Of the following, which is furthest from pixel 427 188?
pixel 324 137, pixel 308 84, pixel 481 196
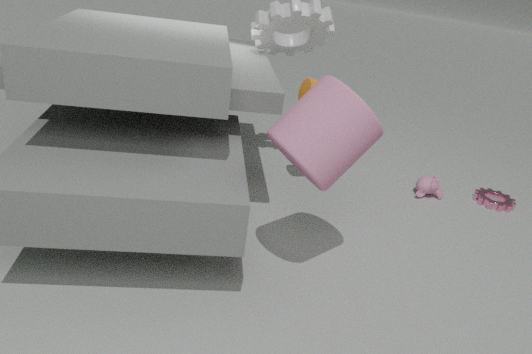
pixel 324 137
